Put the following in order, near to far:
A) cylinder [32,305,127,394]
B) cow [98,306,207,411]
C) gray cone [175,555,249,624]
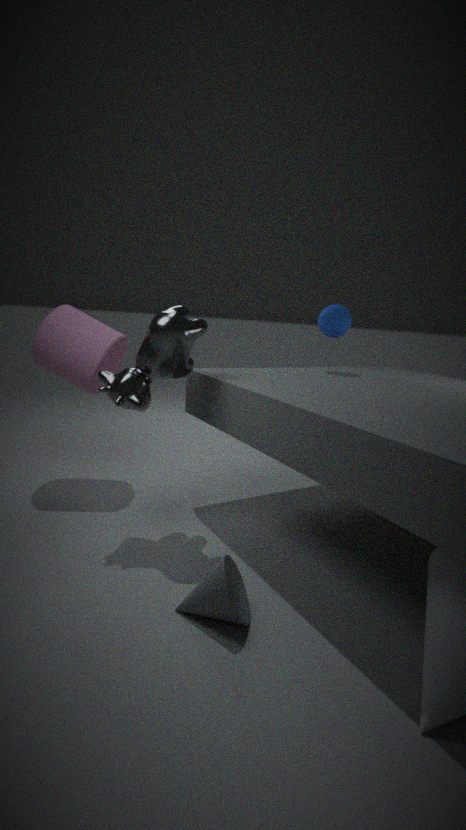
gray cone [175,555,249,624] → cow [98,306,207,411] → cylinder [32,305,127,394]
